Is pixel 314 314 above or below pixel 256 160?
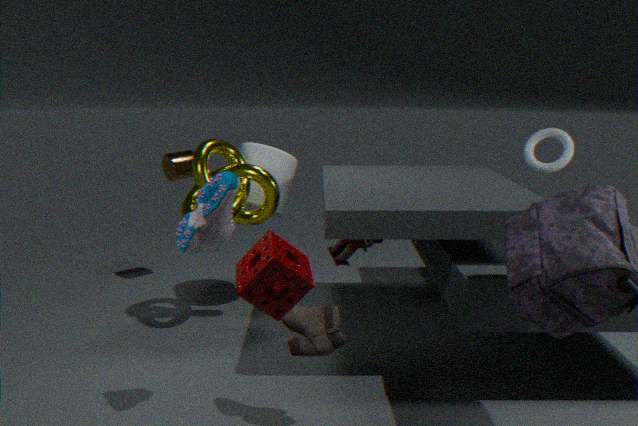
below
